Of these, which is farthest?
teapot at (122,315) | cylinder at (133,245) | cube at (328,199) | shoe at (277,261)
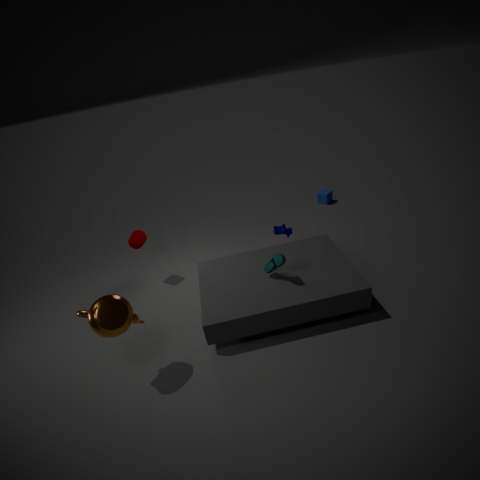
cube at (328,199)
